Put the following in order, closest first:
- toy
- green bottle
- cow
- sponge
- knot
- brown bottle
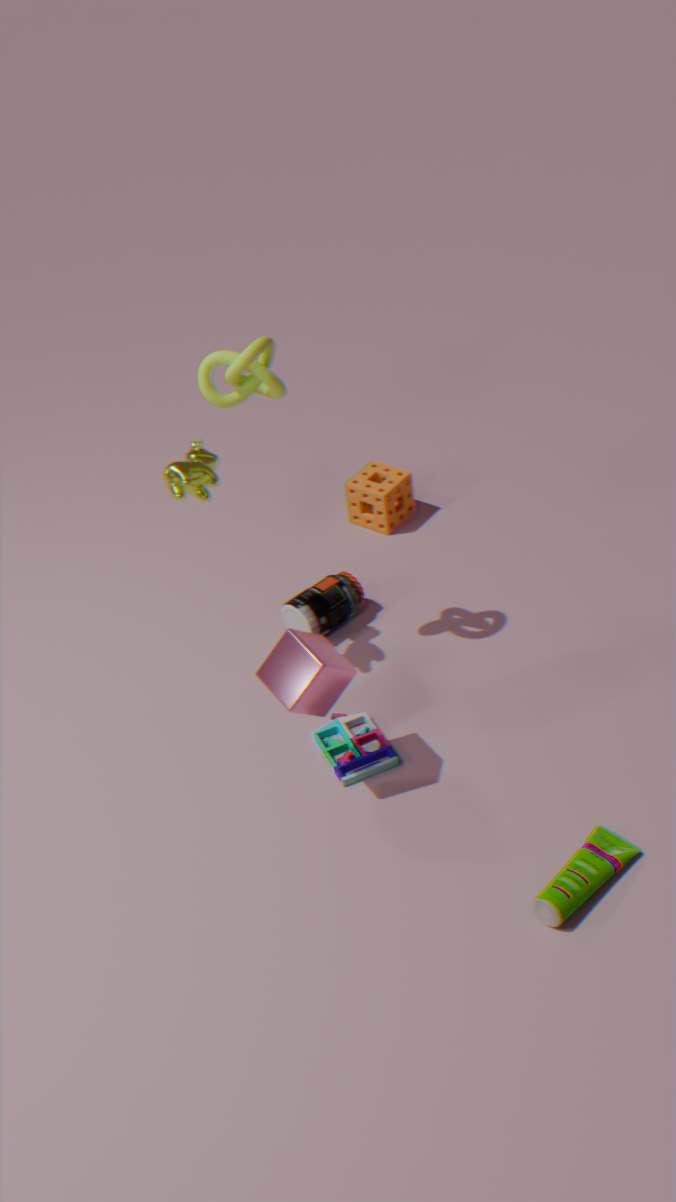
green bottle < knot < cow < toy < brown bottle < sponge
